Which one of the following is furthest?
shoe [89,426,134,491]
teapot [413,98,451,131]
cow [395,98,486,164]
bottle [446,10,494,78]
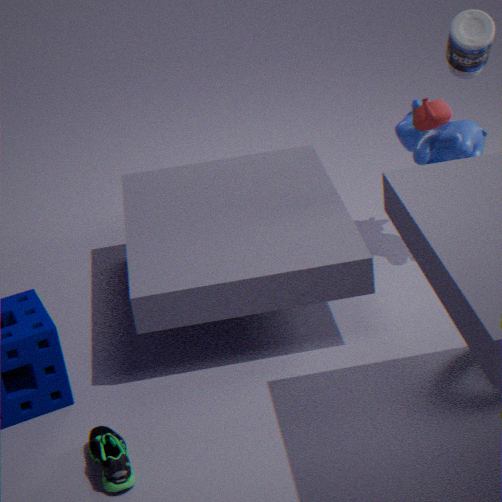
cow [395,98,486,164]
